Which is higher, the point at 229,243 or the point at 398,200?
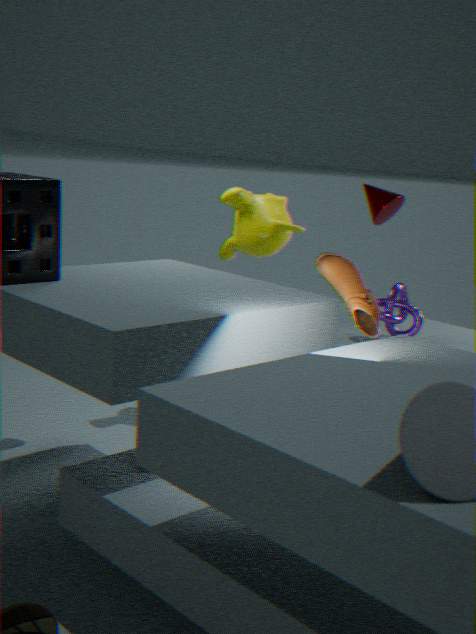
the point at 398,200
